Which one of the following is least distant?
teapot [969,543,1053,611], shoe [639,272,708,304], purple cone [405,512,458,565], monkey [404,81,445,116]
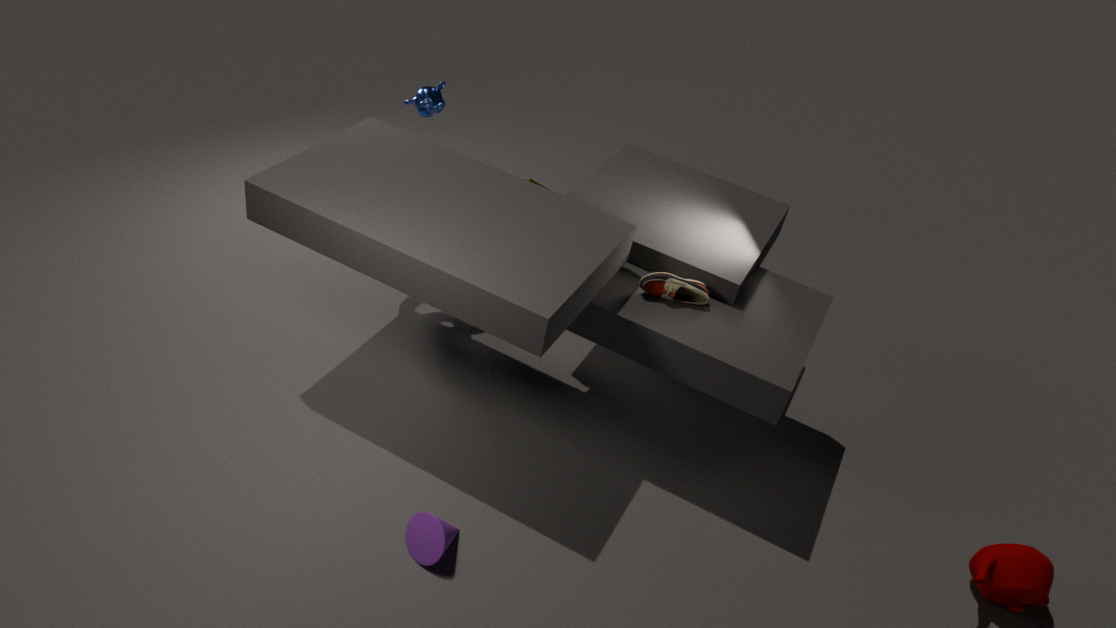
purple cone [405,512,458,565]
